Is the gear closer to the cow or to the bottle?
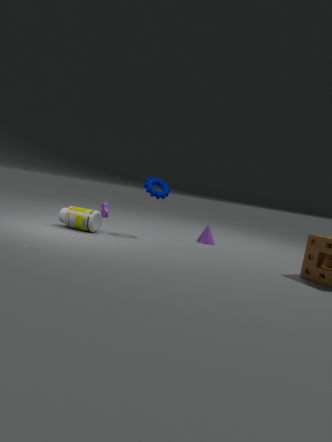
the bottle
